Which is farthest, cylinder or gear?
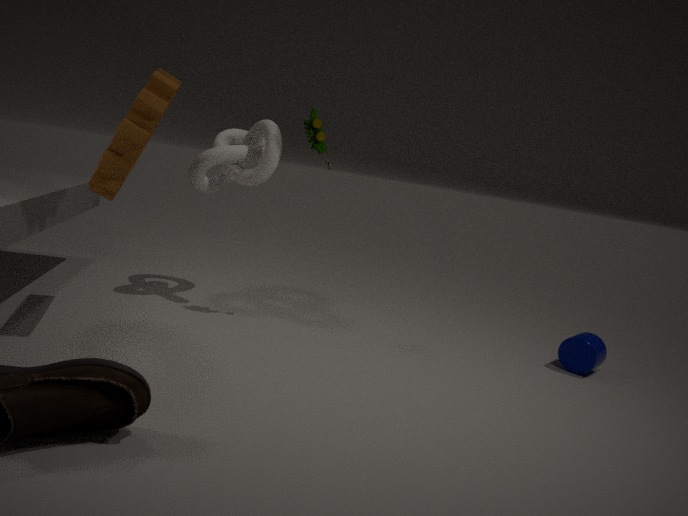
cylinder
